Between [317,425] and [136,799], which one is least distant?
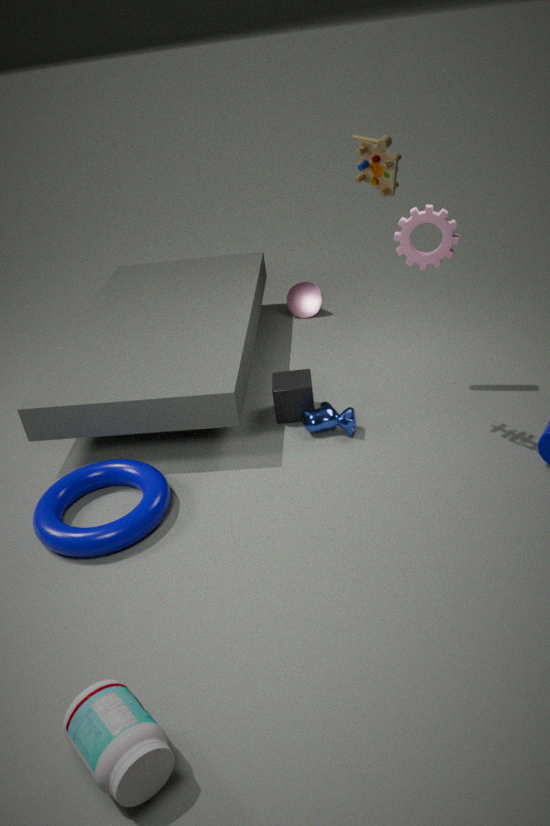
[136,799]
